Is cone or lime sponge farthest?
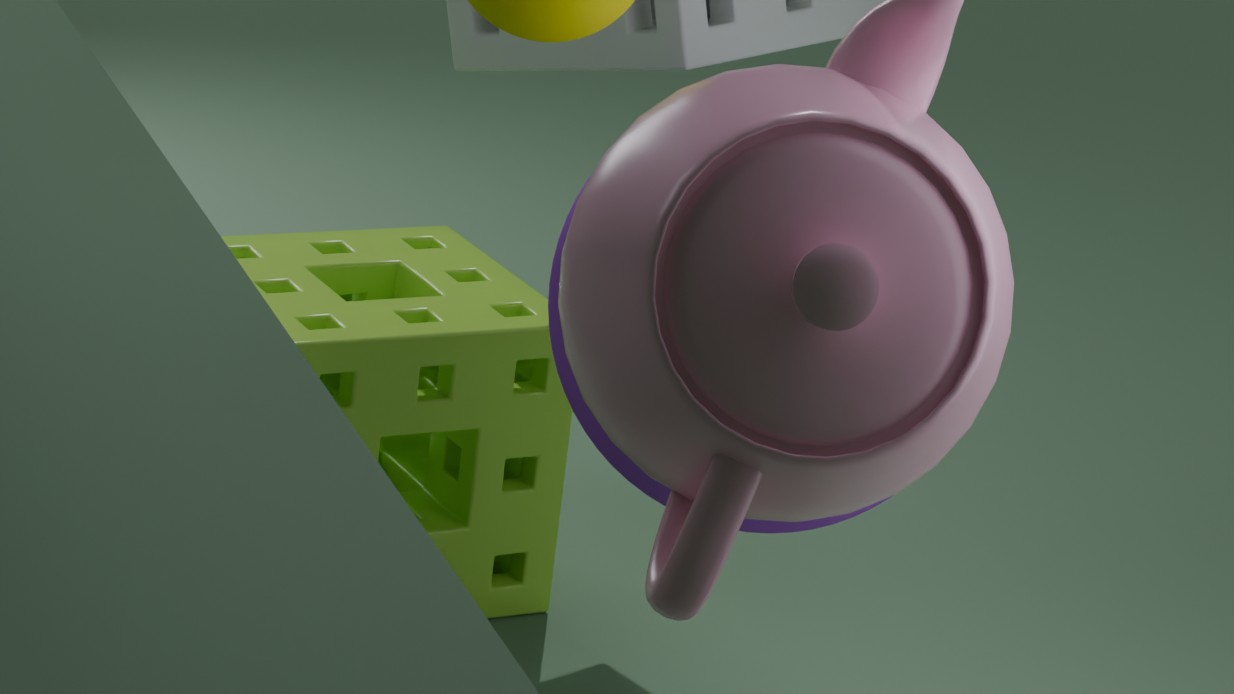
lime sponge
